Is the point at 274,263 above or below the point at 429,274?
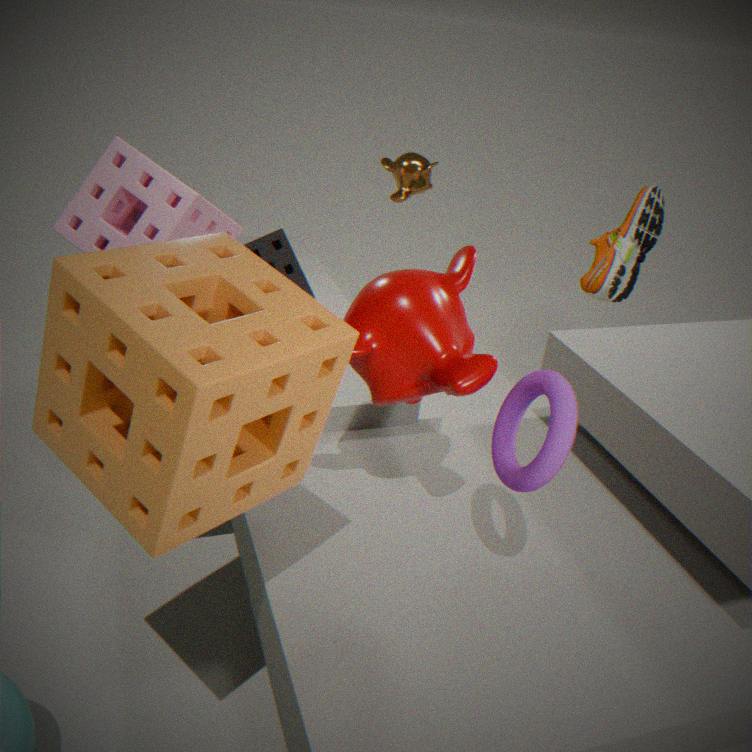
above
